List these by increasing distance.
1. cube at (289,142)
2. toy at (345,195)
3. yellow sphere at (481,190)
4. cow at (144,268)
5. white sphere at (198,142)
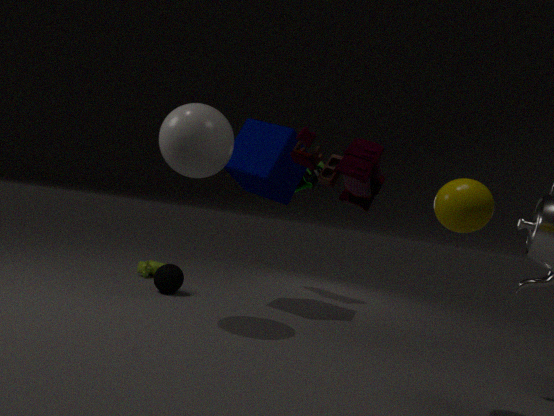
toy at (345,195)
yellow sphere at (481,190)
white sphere at (198,142)
cube at (289,142)
cow at (144,268)
